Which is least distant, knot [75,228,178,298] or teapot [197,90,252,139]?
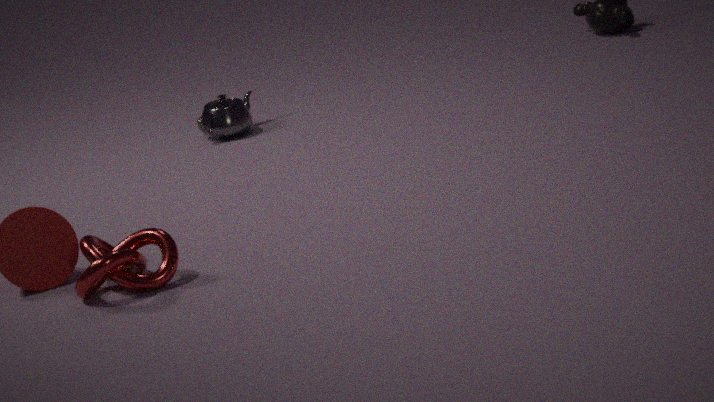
knot [75,228,178,298]
